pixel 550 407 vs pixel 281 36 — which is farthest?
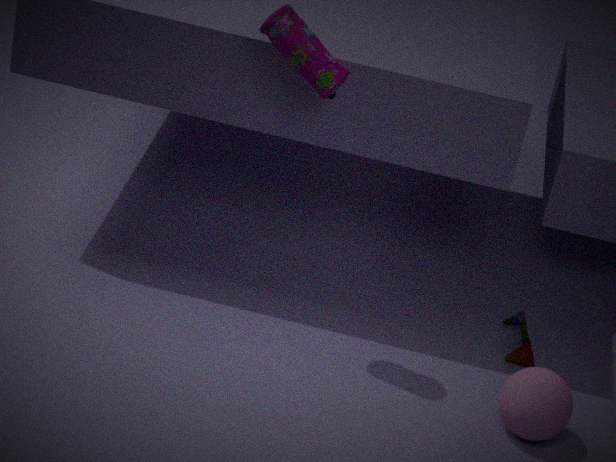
pixel 550 407
